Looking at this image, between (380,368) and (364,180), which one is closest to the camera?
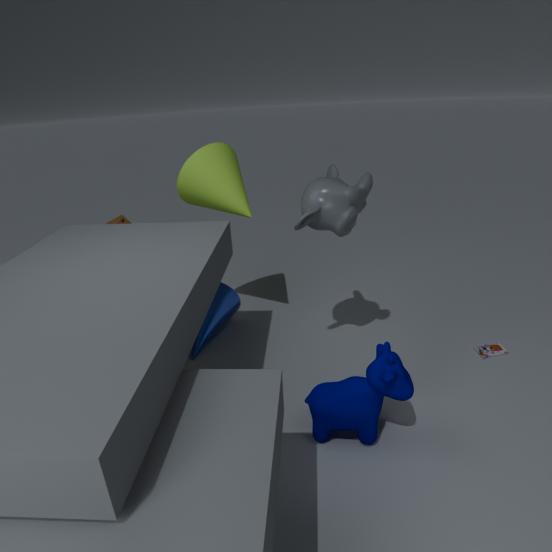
(380,368)
